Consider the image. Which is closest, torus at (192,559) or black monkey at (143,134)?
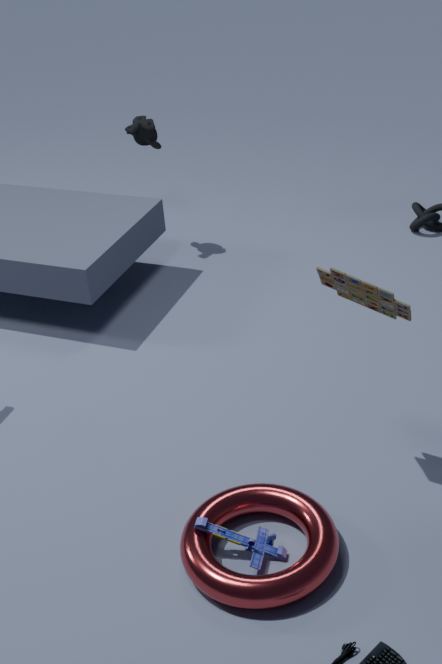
torus at (192,559)
